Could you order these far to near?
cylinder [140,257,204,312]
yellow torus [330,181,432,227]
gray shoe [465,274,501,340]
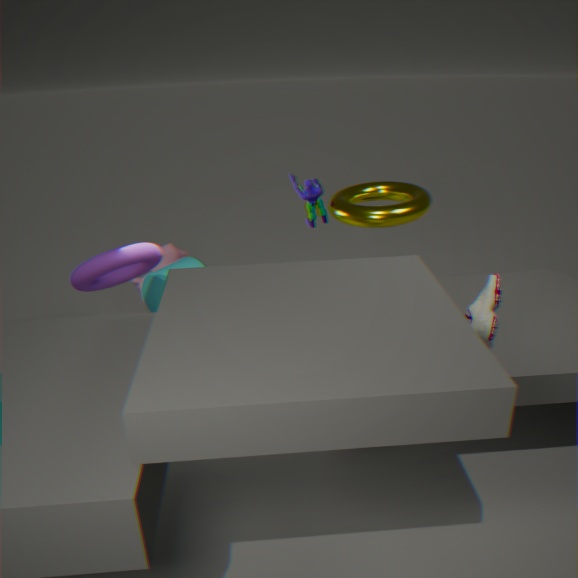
cylinder [140,257,204,312]
yellow torus [330,181,432,227]
gray shoe [465,274,501,340]
